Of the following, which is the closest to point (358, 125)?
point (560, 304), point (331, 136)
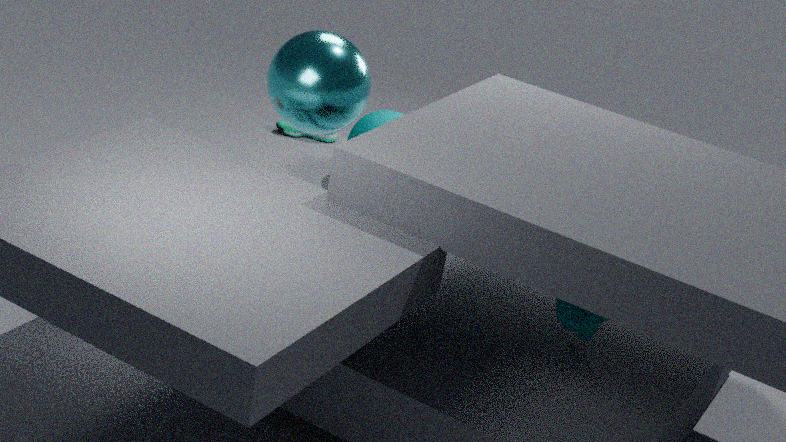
point (331, 136)
